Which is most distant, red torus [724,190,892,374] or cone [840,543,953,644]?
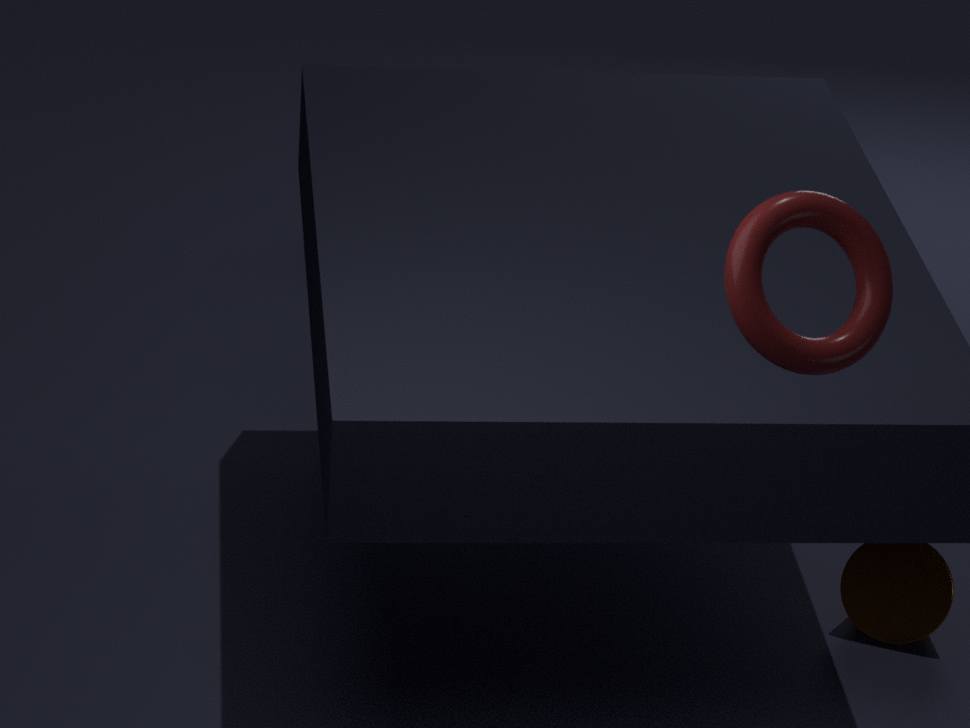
cone [840,543,953,644]
